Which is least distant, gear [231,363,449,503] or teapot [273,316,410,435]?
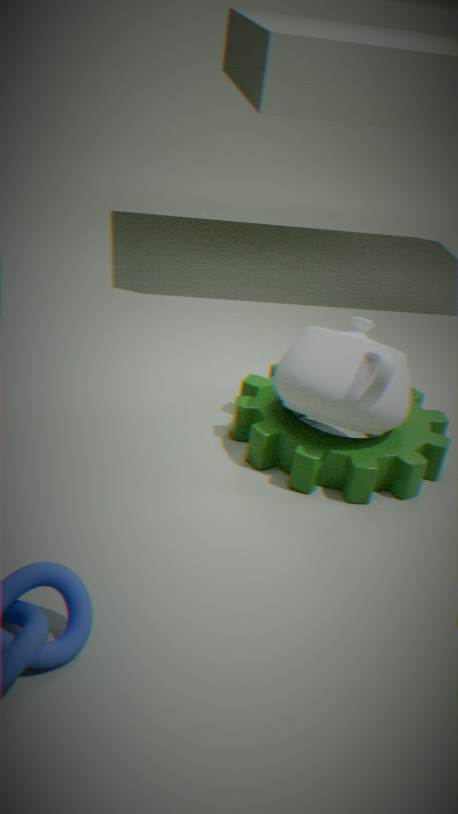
teapot [273,316,410,435]
